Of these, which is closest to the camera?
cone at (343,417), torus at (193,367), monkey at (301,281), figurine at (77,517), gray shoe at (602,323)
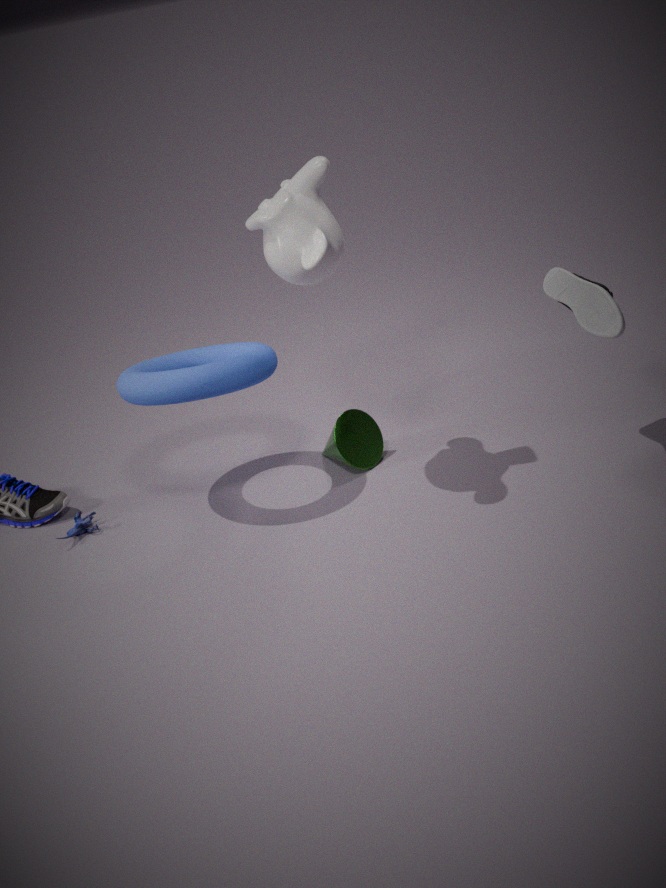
monkey at (301,281)
